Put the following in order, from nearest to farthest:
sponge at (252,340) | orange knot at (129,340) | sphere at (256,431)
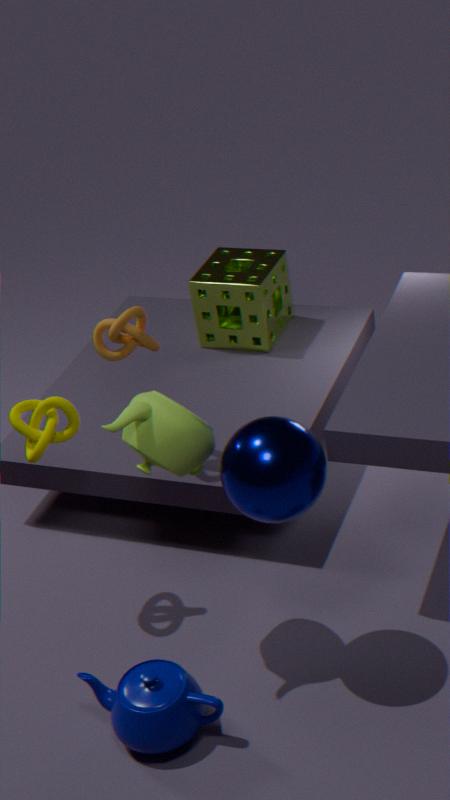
sphere at (256,431), orange knot at (129,340), sponge at (252,340)
